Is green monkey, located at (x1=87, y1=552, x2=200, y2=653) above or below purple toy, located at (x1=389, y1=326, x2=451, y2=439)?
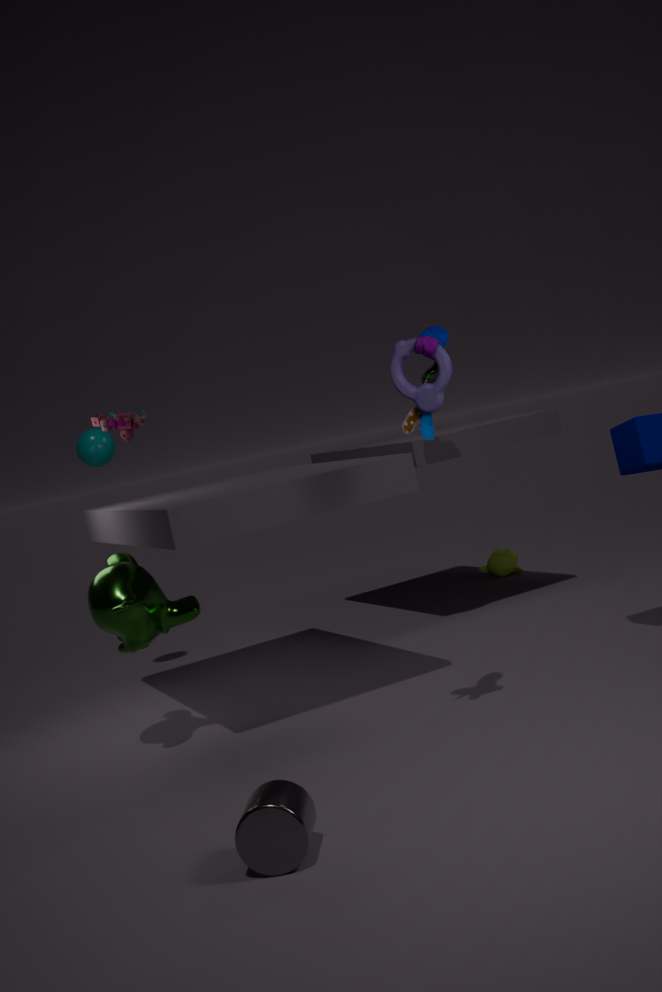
below
